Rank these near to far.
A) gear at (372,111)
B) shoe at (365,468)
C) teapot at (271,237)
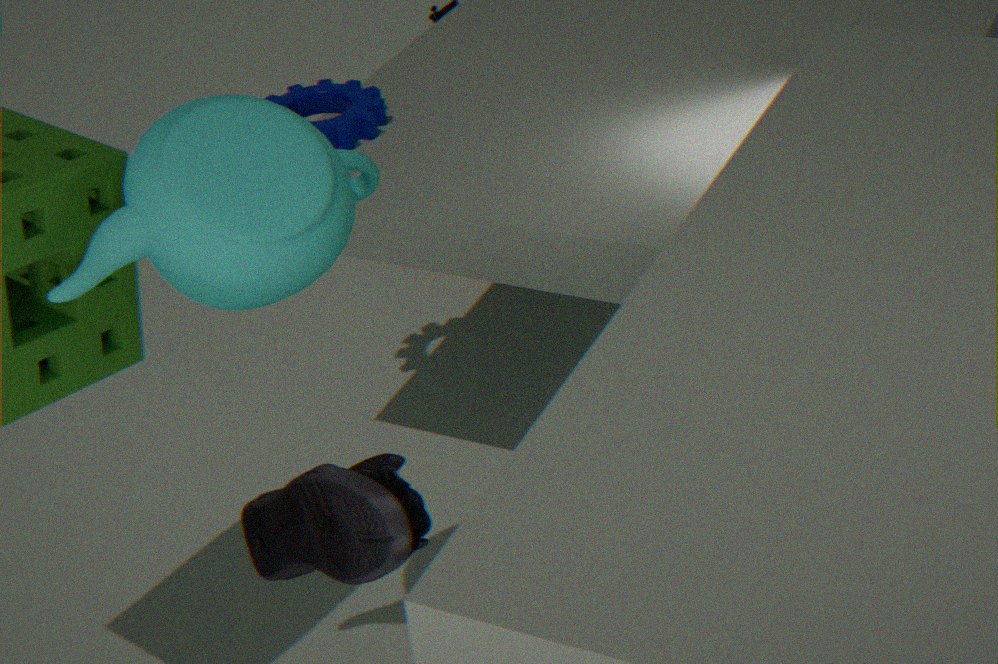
shoe at (365,468) < teapot at (271,237) < gear at (372,111)
